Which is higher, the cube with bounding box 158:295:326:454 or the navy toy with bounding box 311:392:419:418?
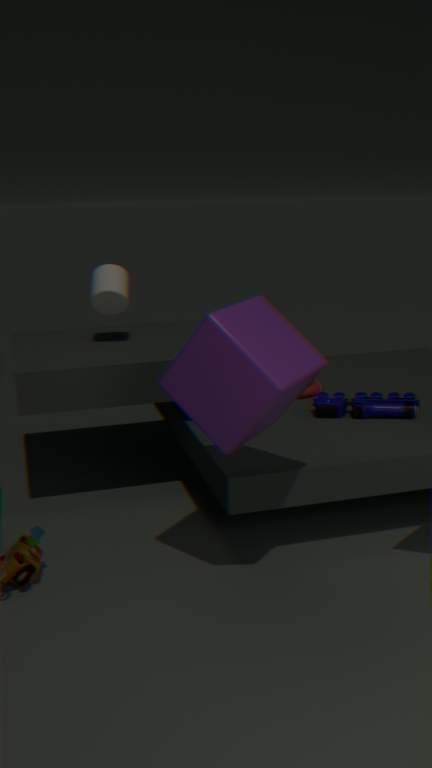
the cube with bounding box 158:295:326:454
